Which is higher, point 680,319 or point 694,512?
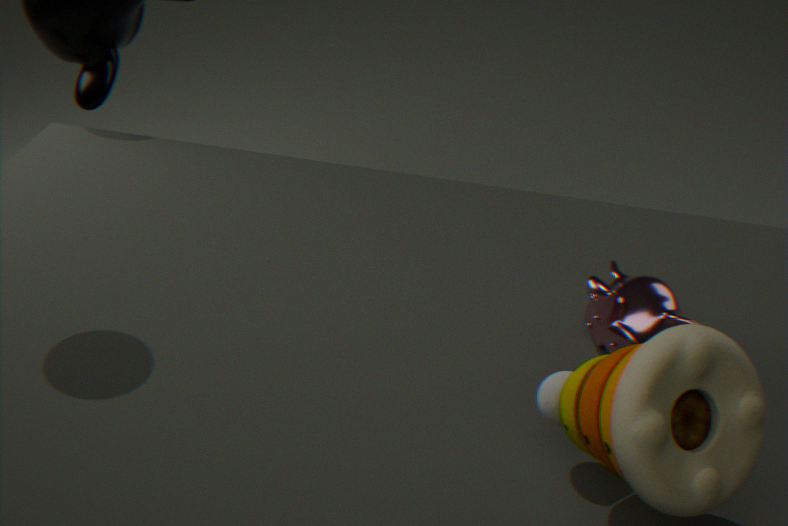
point 694,512
